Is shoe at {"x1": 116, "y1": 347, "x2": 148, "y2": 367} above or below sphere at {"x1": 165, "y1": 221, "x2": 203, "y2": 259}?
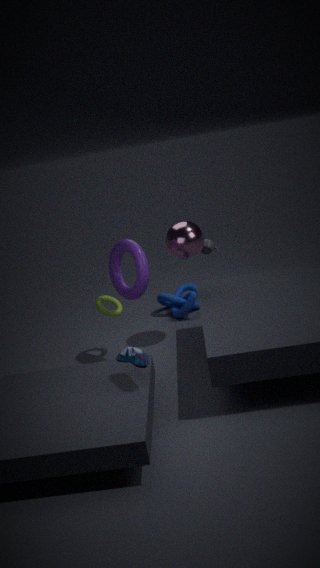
below
